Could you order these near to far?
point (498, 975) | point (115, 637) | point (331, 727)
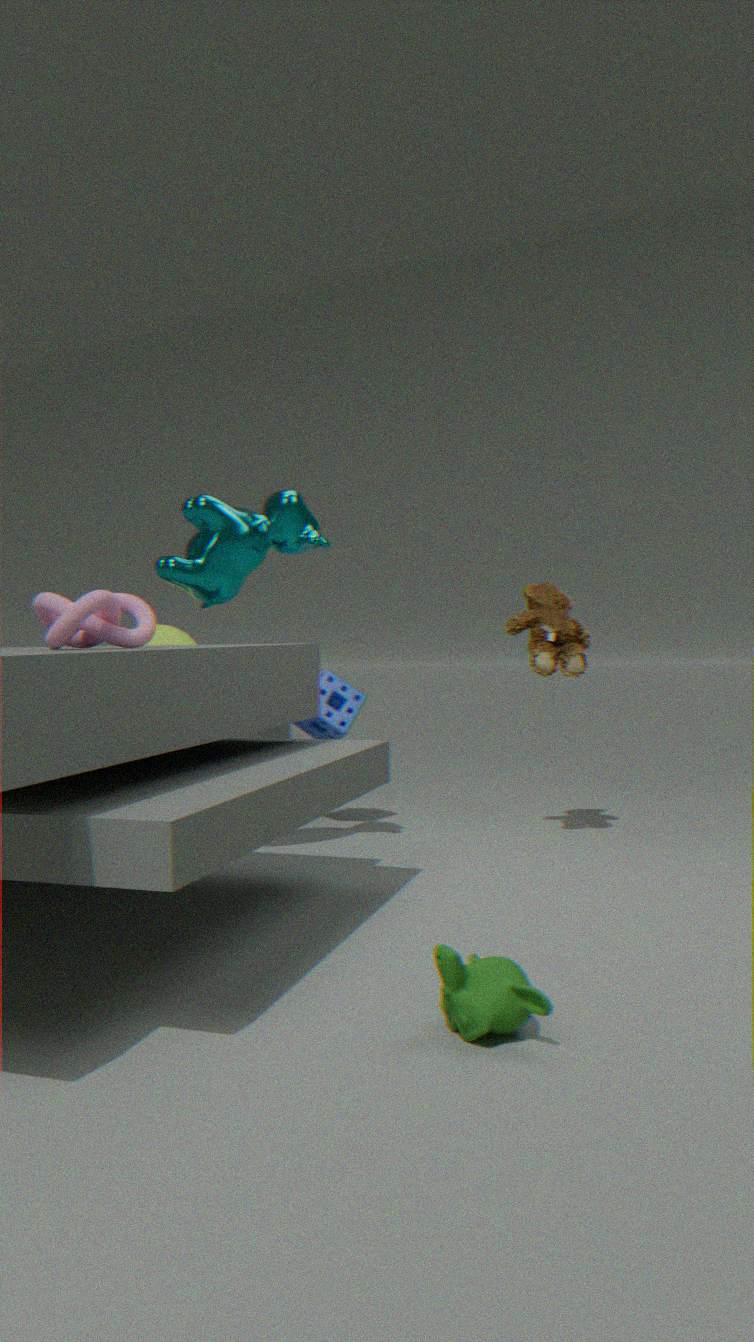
1. point (498, 975)
2. point (115, 637)
3. point (331, 727)
